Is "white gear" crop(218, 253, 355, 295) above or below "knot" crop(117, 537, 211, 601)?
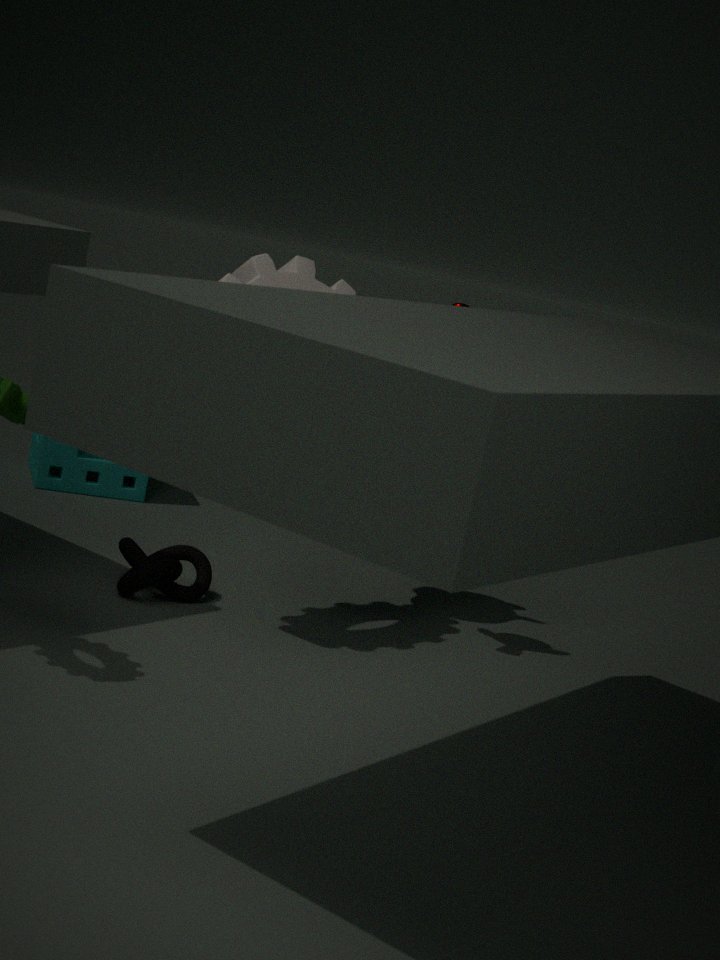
above
